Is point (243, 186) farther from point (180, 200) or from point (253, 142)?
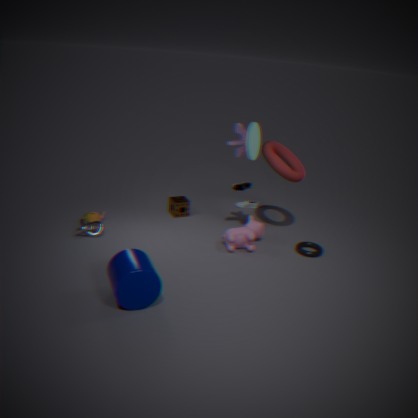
point (253, 142)
